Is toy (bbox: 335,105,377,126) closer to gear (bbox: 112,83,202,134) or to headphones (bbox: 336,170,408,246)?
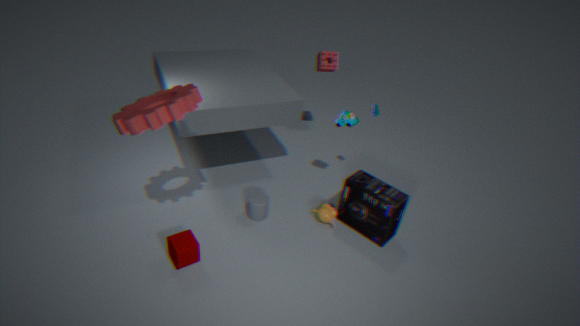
headphones (bbox: 336,170,408,246)
